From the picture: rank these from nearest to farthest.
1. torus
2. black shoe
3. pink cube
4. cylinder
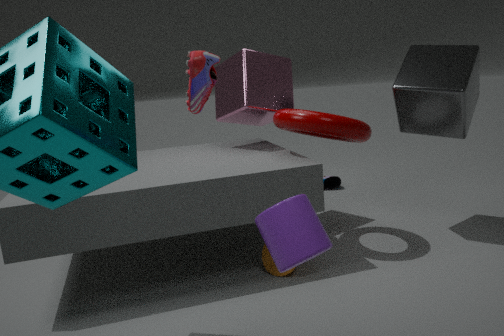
1. cylinder
2. torus
3. pink cube
4. black shoe
